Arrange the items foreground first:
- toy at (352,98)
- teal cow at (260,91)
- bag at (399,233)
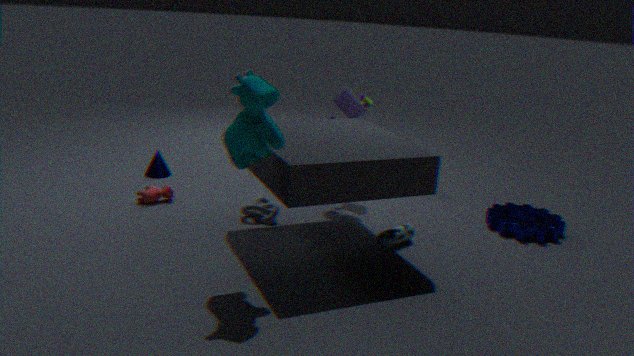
teal cow at (260,91), bag at (399,233), toy at (352,98)
